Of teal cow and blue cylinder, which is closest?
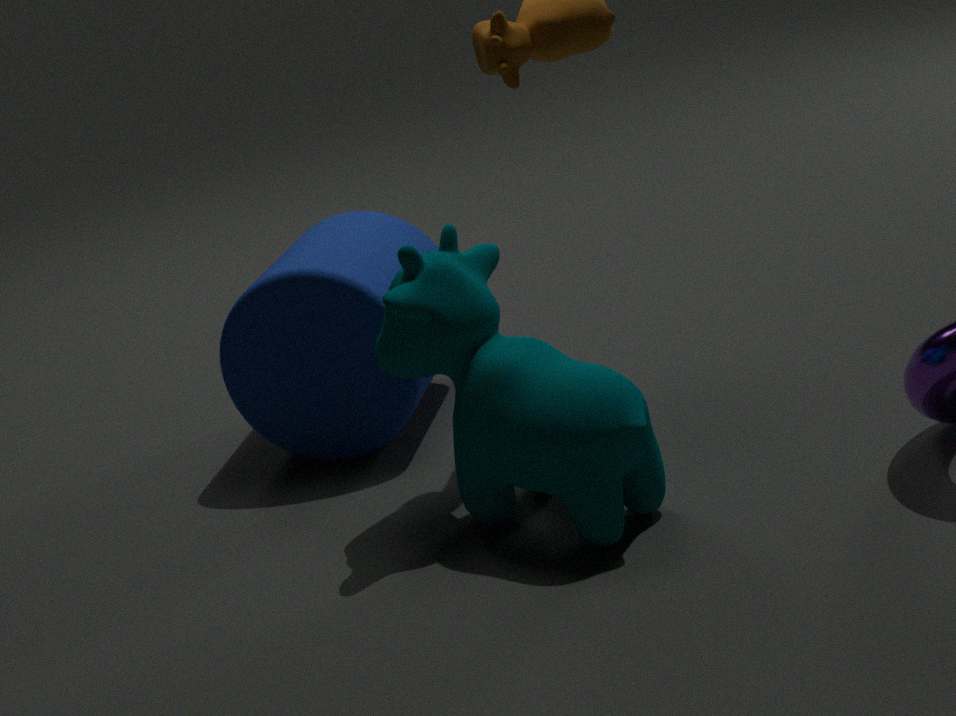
teal cow
